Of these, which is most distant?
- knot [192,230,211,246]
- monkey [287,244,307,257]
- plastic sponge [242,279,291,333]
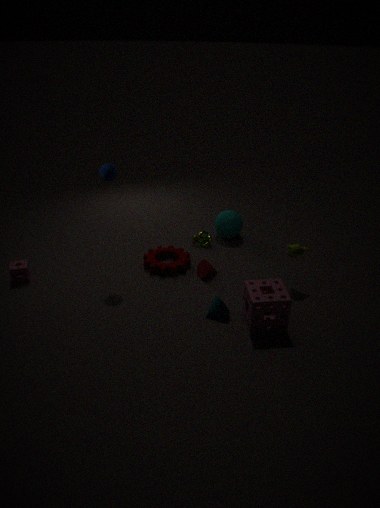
knot [192,230,211,246]
